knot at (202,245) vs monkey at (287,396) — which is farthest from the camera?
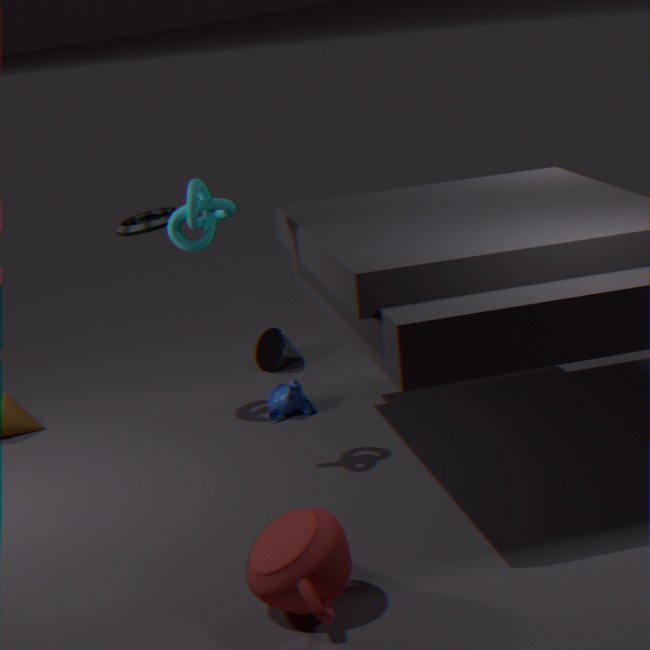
monkey at (287,396)
